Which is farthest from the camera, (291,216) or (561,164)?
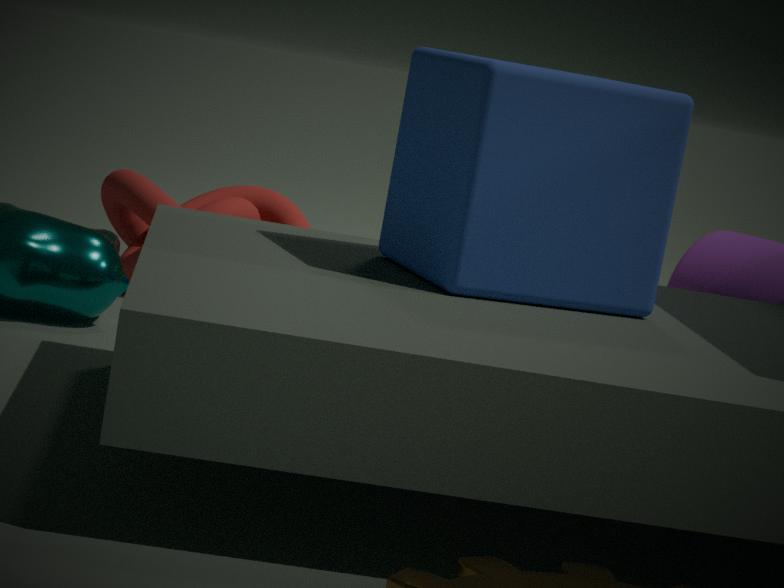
(291,216)
